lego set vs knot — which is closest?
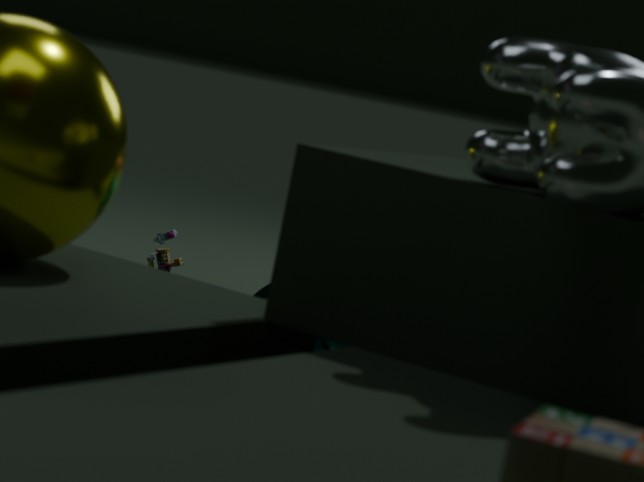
knot
